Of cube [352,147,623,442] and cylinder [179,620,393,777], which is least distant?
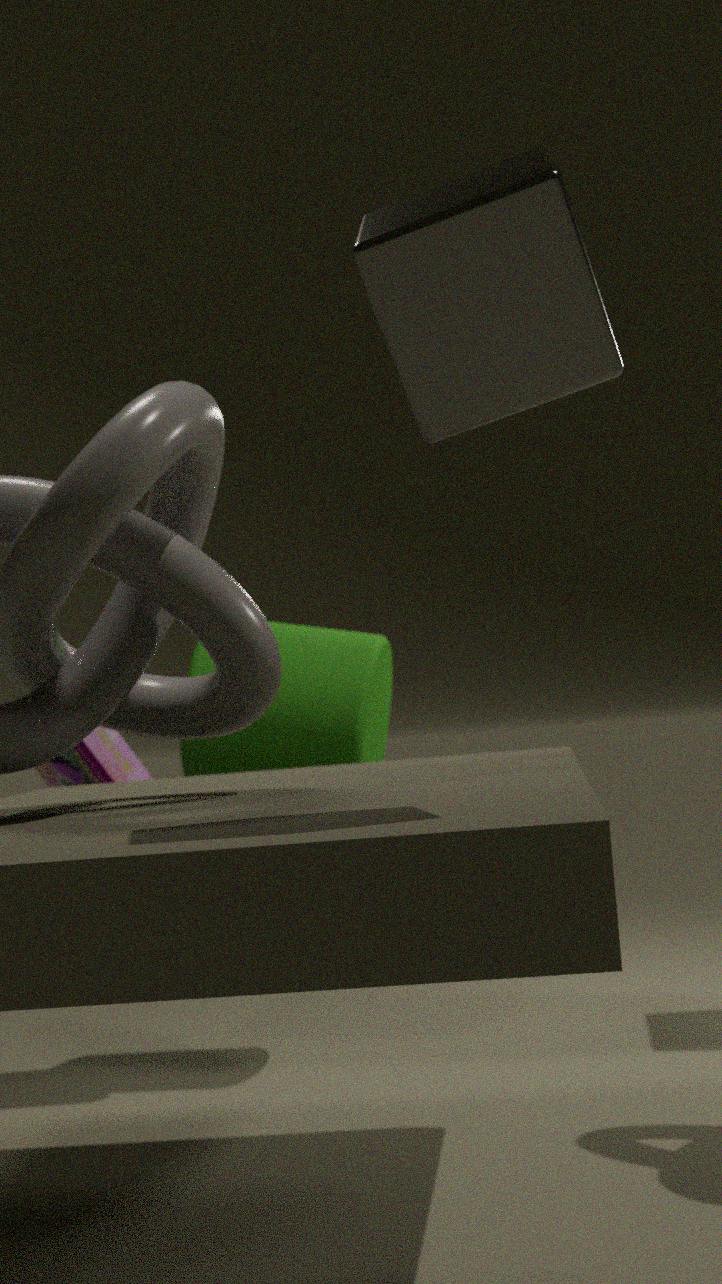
cube [352,147,623,442]
